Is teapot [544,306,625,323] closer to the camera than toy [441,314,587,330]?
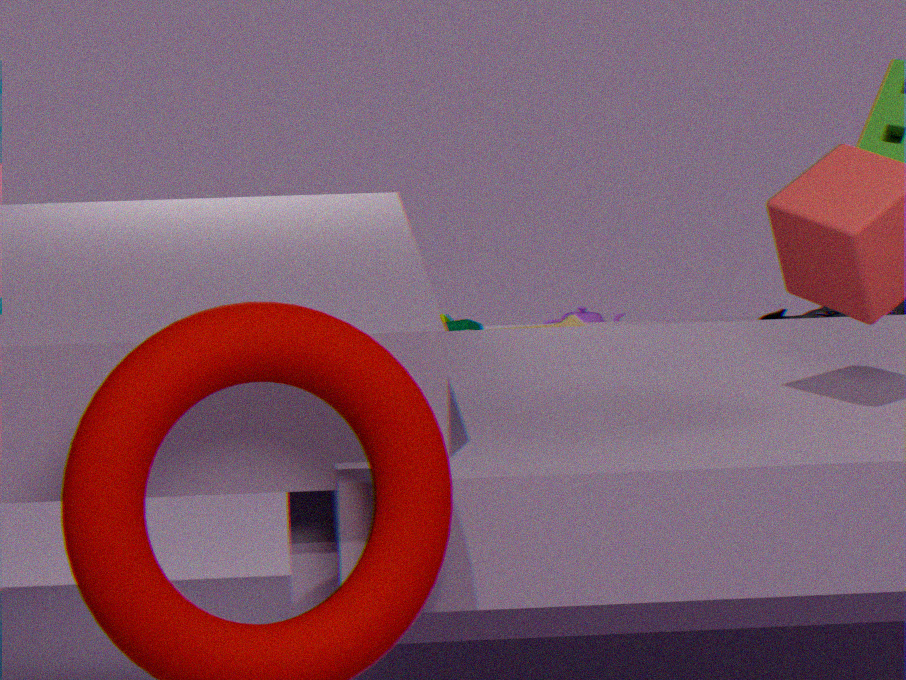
No
